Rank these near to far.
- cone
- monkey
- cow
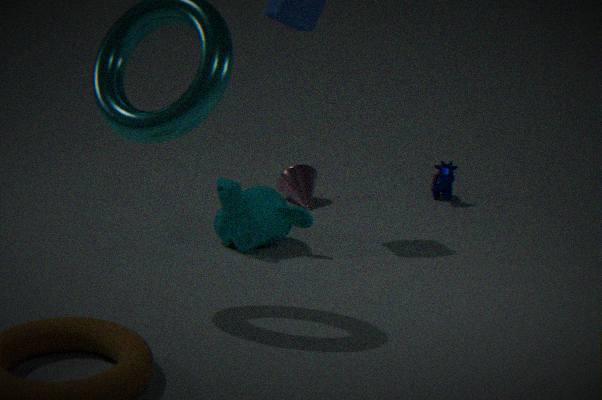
monkey → cone → cow
